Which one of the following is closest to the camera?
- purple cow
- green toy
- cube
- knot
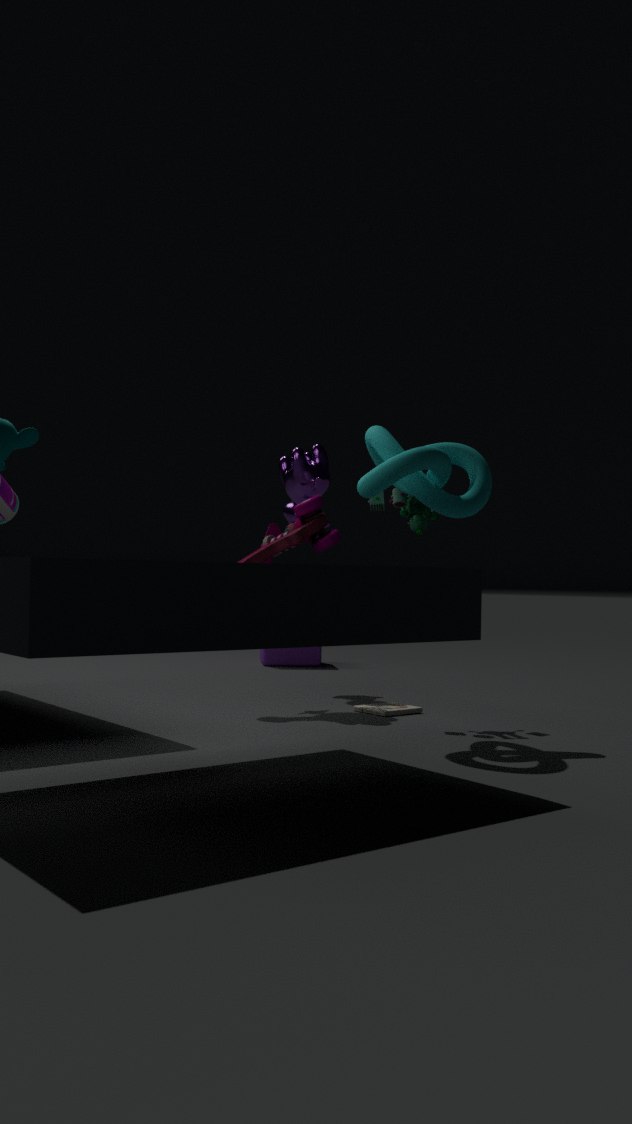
knot
